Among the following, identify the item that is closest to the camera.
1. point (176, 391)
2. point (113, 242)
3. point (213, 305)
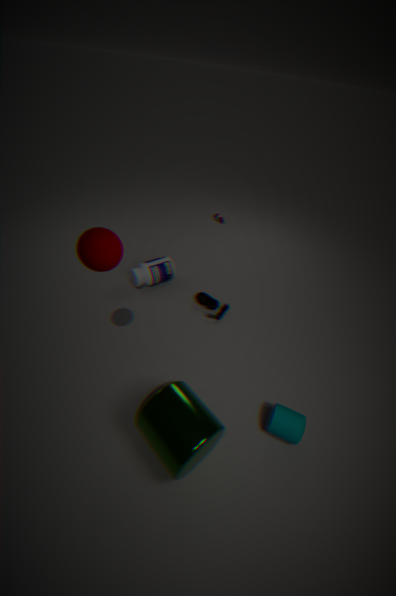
point (113, 242)
